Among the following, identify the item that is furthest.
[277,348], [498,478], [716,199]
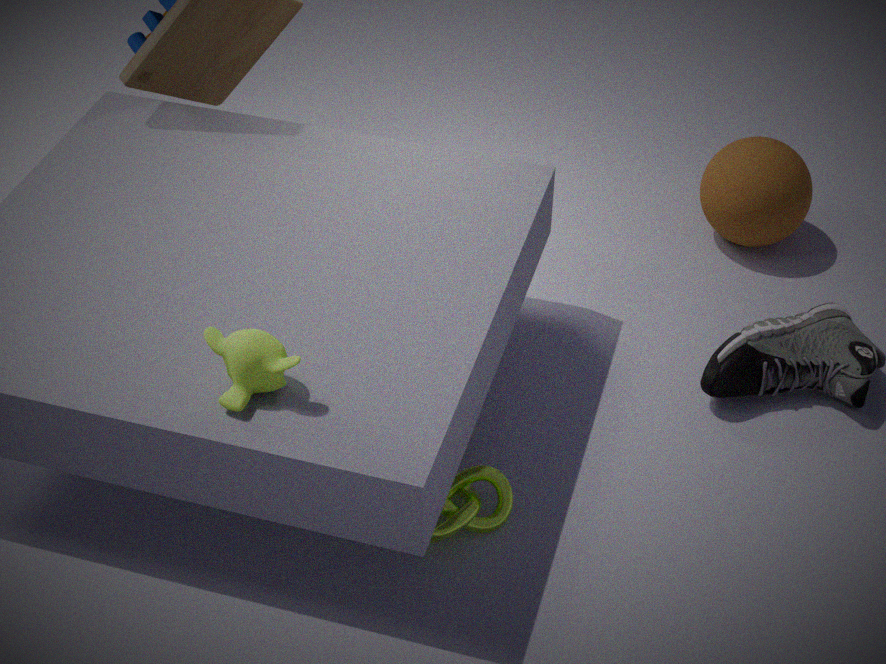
[716,199]
